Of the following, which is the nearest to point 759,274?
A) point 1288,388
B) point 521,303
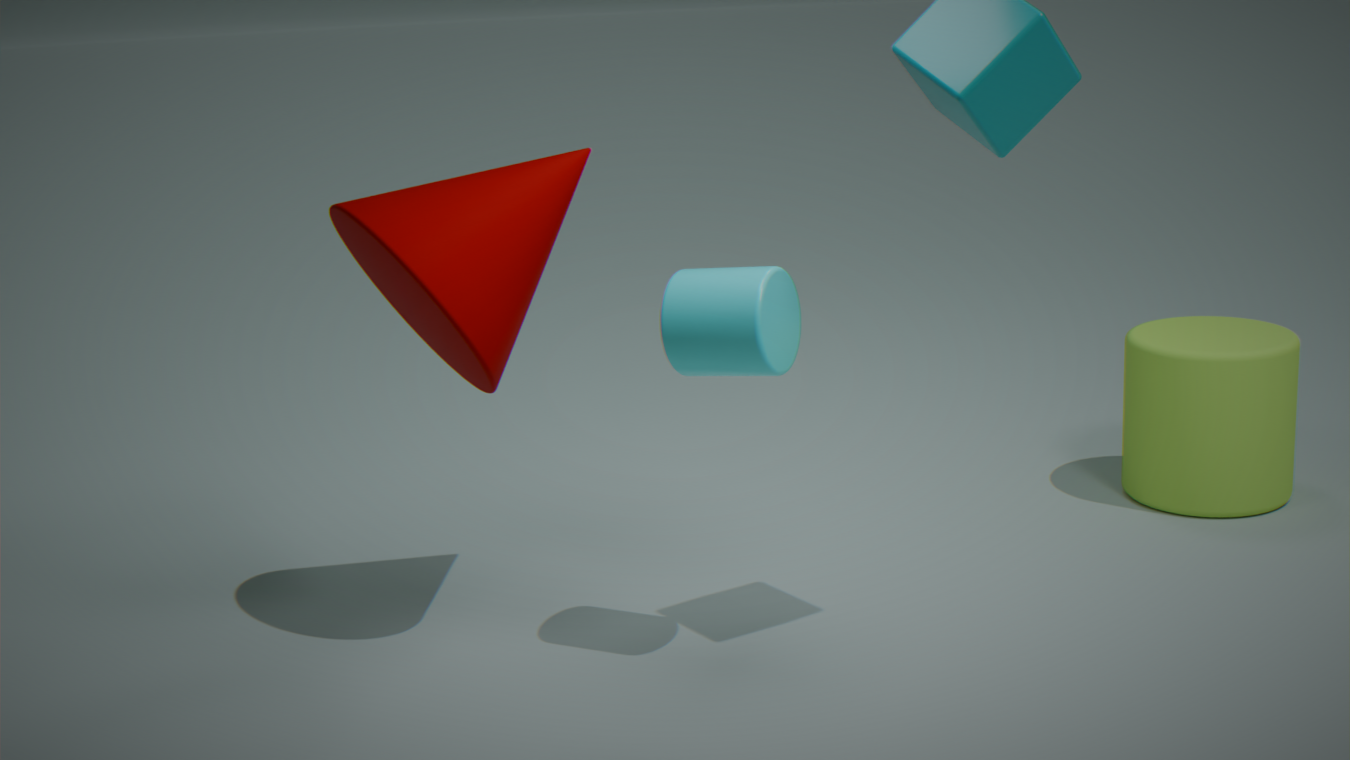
point 521,303
